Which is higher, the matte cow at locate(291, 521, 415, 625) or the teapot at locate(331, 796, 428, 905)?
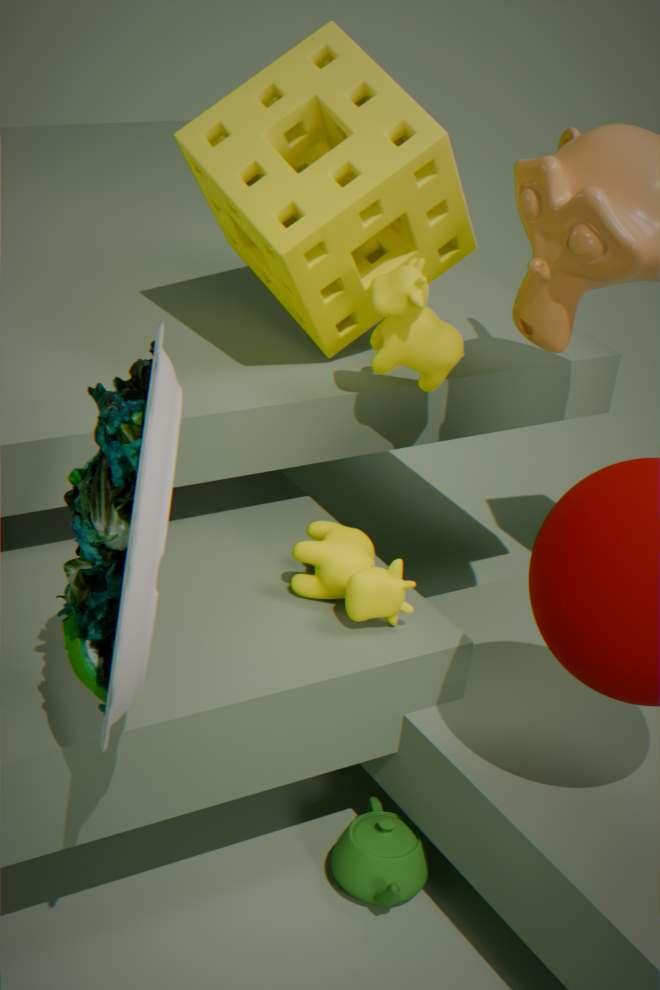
the matte cow at locate(291, 521, 415, 625)
